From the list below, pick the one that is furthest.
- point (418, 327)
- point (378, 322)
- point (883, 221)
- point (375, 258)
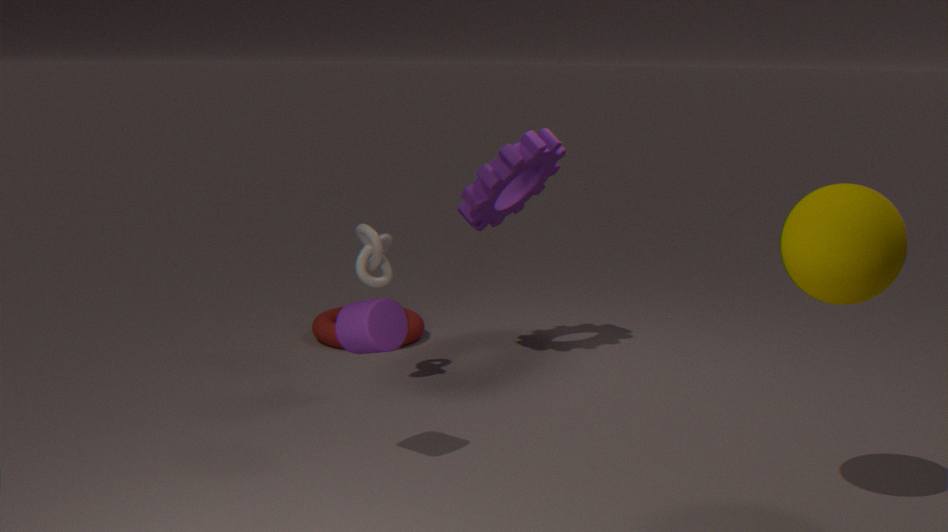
point (418, 327)
